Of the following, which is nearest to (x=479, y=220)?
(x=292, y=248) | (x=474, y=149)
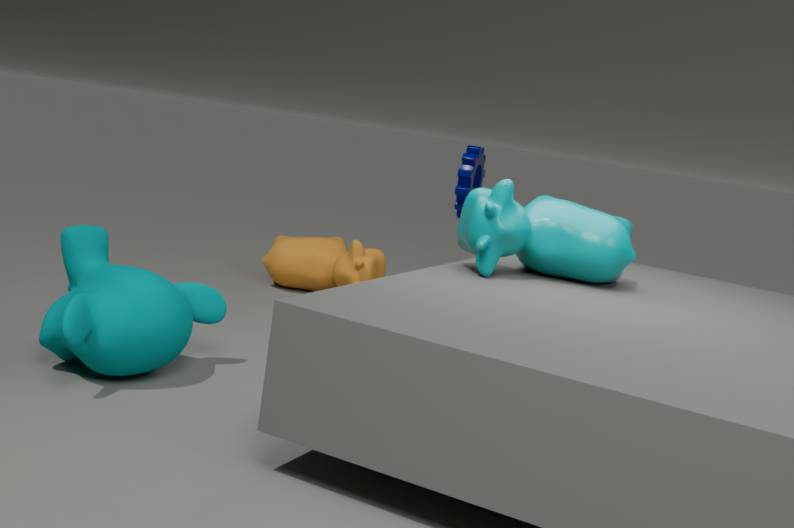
(x=292, y=248)
